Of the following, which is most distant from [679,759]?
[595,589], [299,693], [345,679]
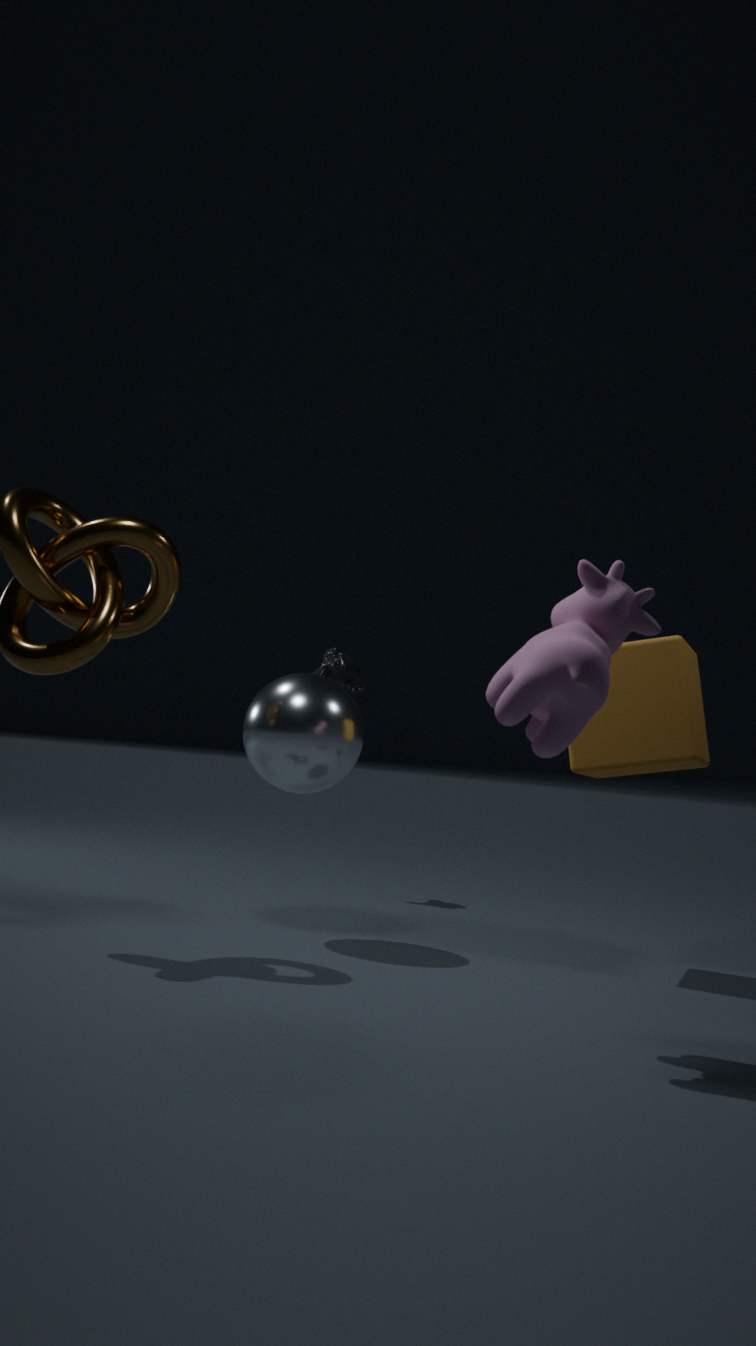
[345,679]
